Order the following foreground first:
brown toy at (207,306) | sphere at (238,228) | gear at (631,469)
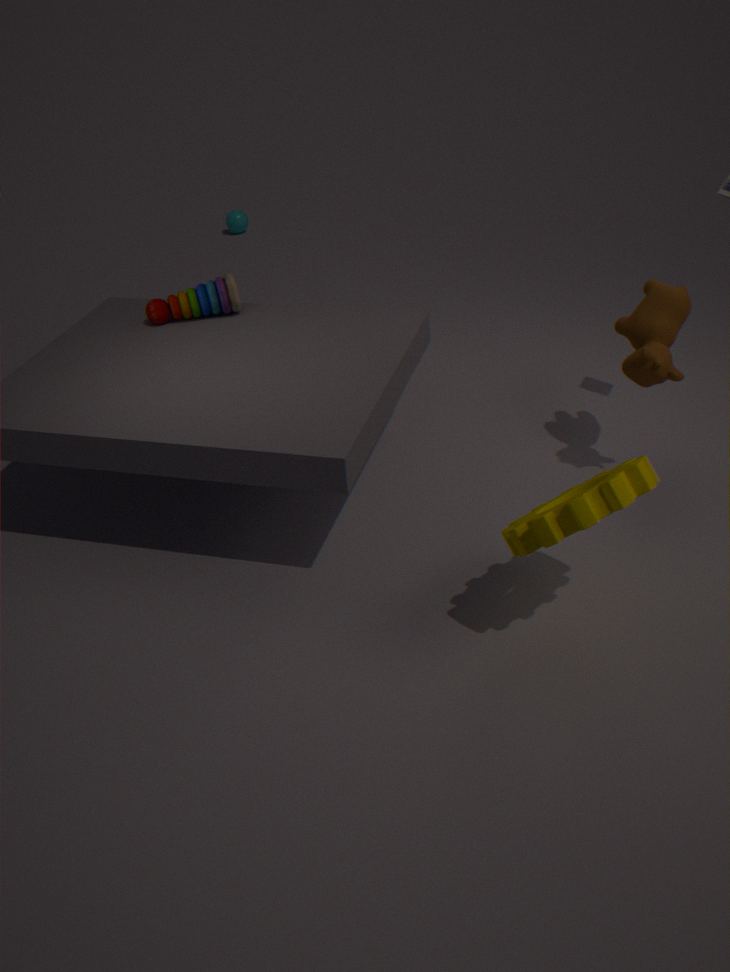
gear at (631,469) < brown toy at (207,306) < sphere at (238,228)
